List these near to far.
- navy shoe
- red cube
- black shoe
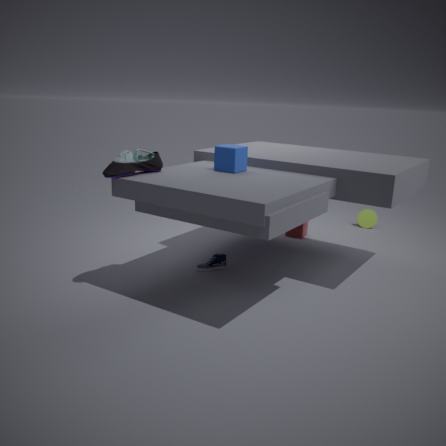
black shoe, navy shoe, red cube
